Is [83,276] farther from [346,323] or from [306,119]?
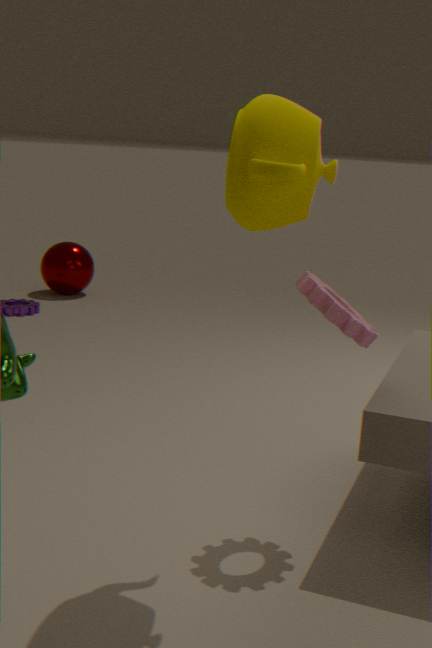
[306,119]
